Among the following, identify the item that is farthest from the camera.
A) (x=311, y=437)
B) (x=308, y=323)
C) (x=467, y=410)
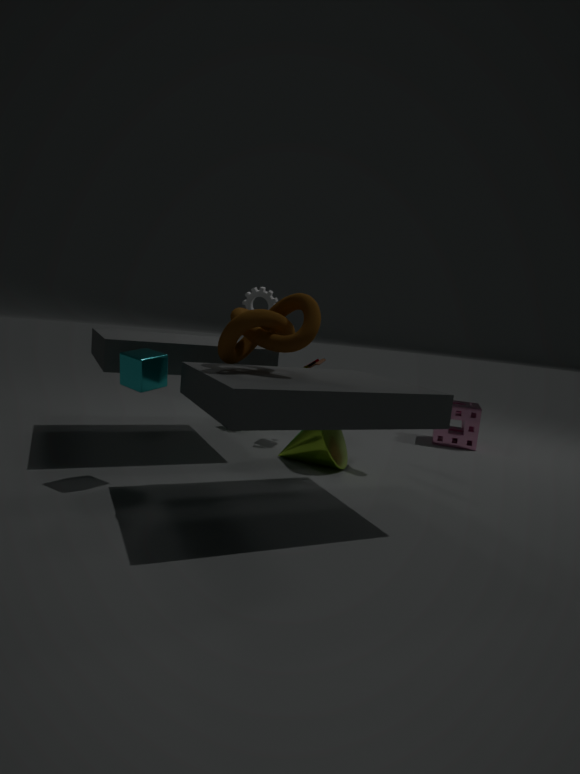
(x=467, y=410)
